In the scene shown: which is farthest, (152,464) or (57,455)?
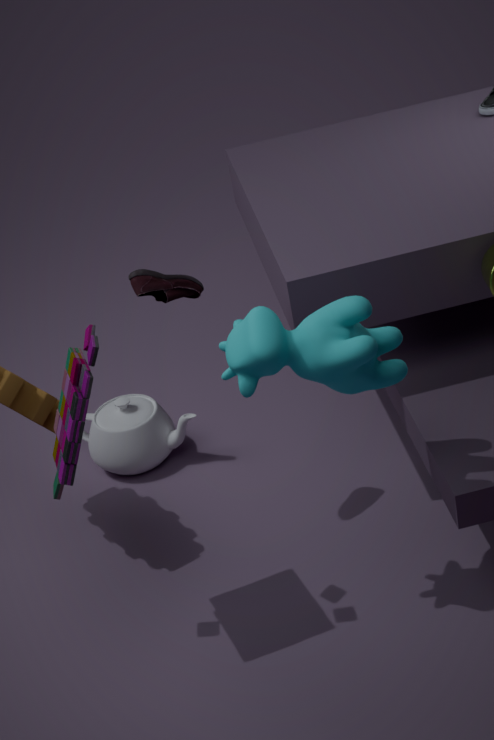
(152,464)
